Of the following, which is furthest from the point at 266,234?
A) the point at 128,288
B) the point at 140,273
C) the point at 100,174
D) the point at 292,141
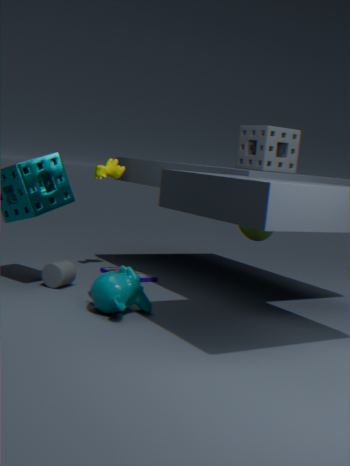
the point at 128,288
